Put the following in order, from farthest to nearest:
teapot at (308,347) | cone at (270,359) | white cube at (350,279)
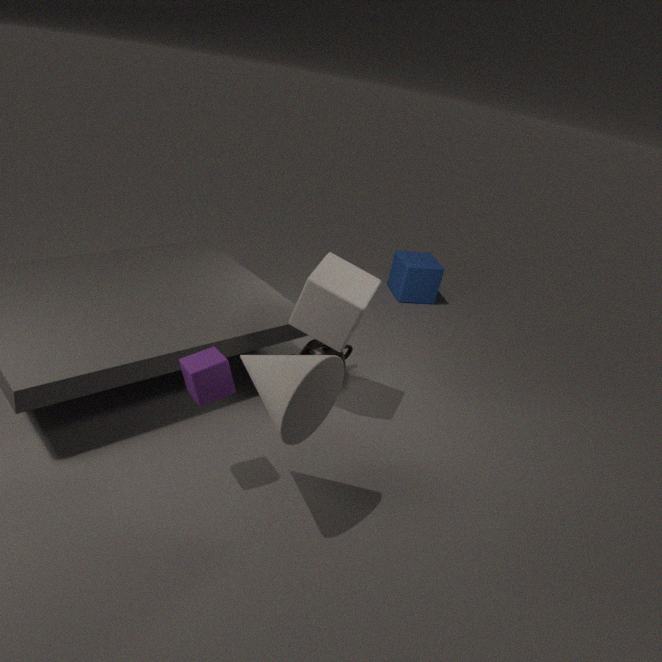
teapot at (308,347) → white cube at (350,279) → cone at (270,359)
